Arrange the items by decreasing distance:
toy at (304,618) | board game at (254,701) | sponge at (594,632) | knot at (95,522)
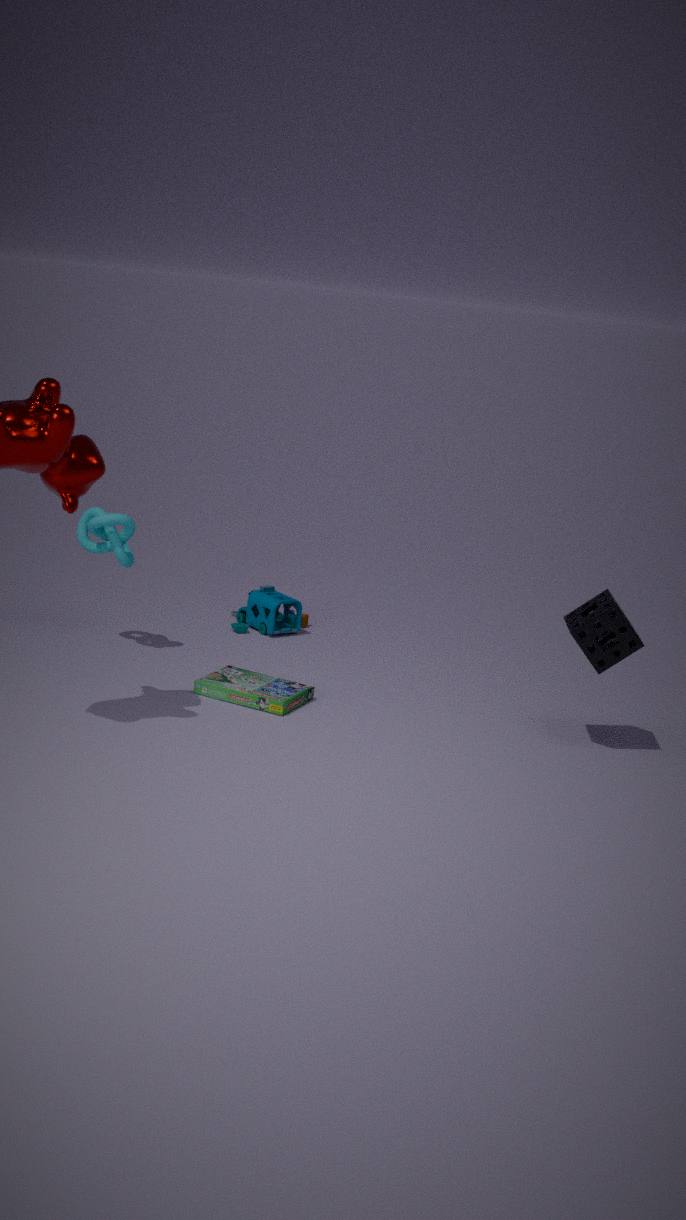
1. toy at (304,618)
2. knot at (95,522)
3. board game at (254,701)
4. sponge at (594,632)
